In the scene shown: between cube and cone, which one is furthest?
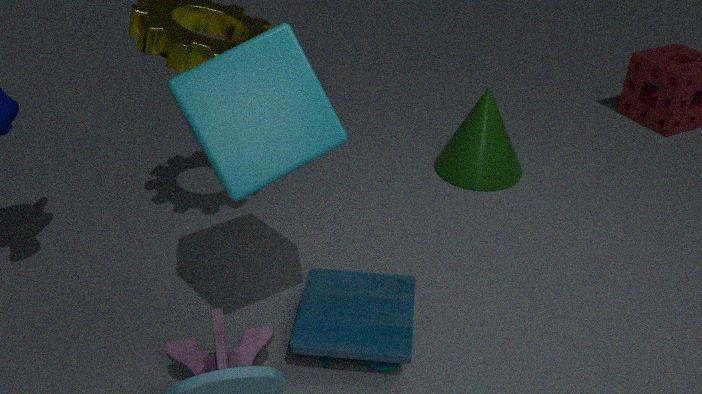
cone
